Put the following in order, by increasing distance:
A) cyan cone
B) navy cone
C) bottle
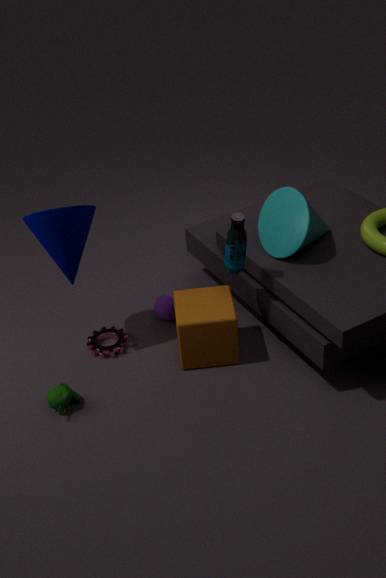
bottle
navy cone
cyan cone
